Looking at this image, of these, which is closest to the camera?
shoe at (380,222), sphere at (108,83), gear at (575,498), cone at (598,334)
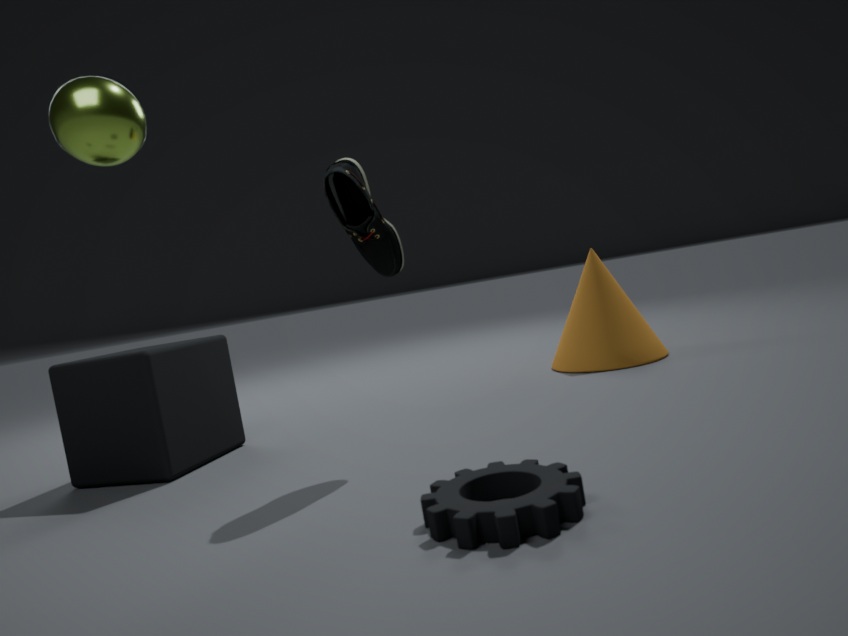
gear at (575,498)
